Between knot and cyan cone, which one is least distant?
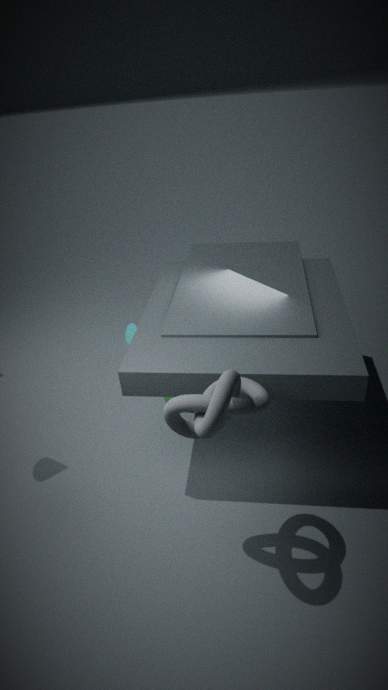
knot
